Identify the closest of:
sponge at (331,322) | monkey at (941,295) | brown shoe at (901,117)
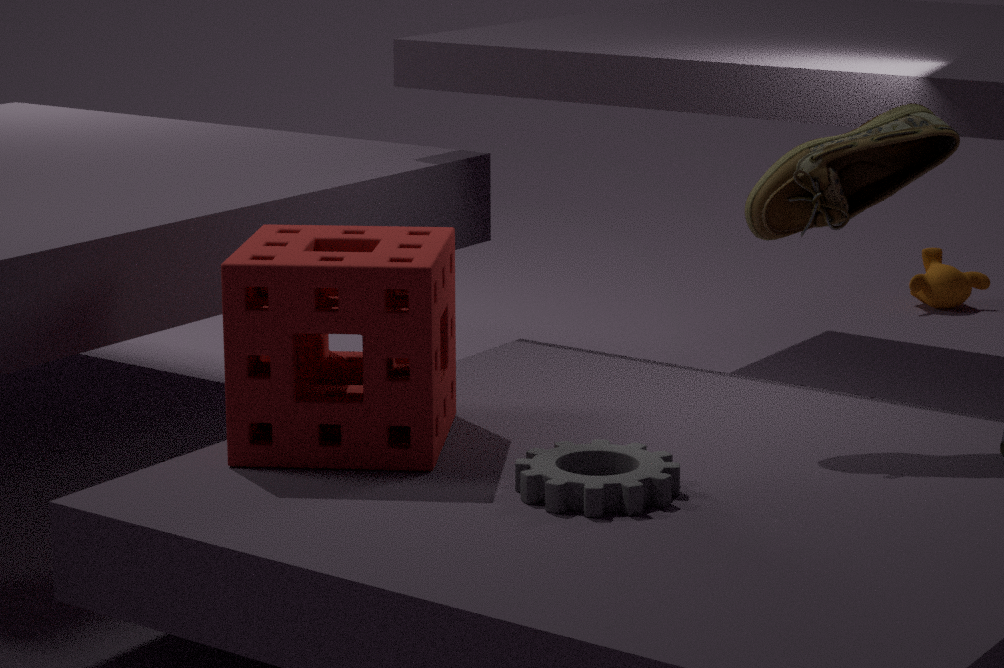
sponge at (331,322)
